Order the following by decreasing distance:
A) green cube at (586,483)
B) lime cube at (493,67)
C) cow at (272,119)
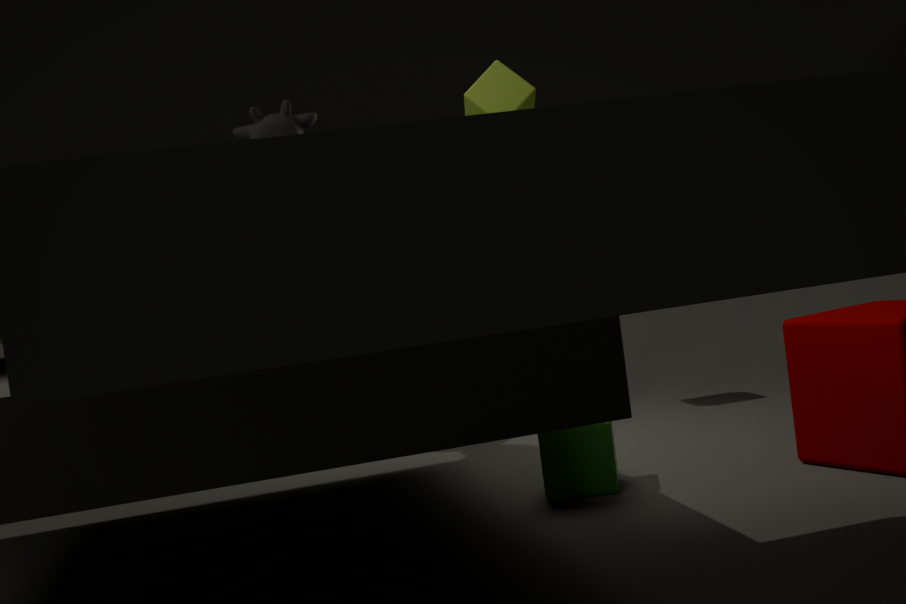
1. lime cube at (493,67)
2. cow at (272,119)
3. green cube at (586,483)
